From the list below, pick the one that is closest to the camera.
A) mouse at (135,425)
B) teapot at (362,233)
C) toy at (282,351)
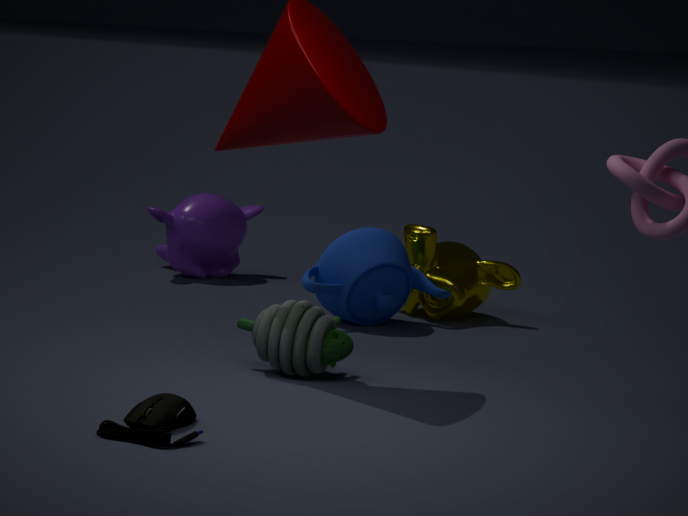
mouse at (135,425)
